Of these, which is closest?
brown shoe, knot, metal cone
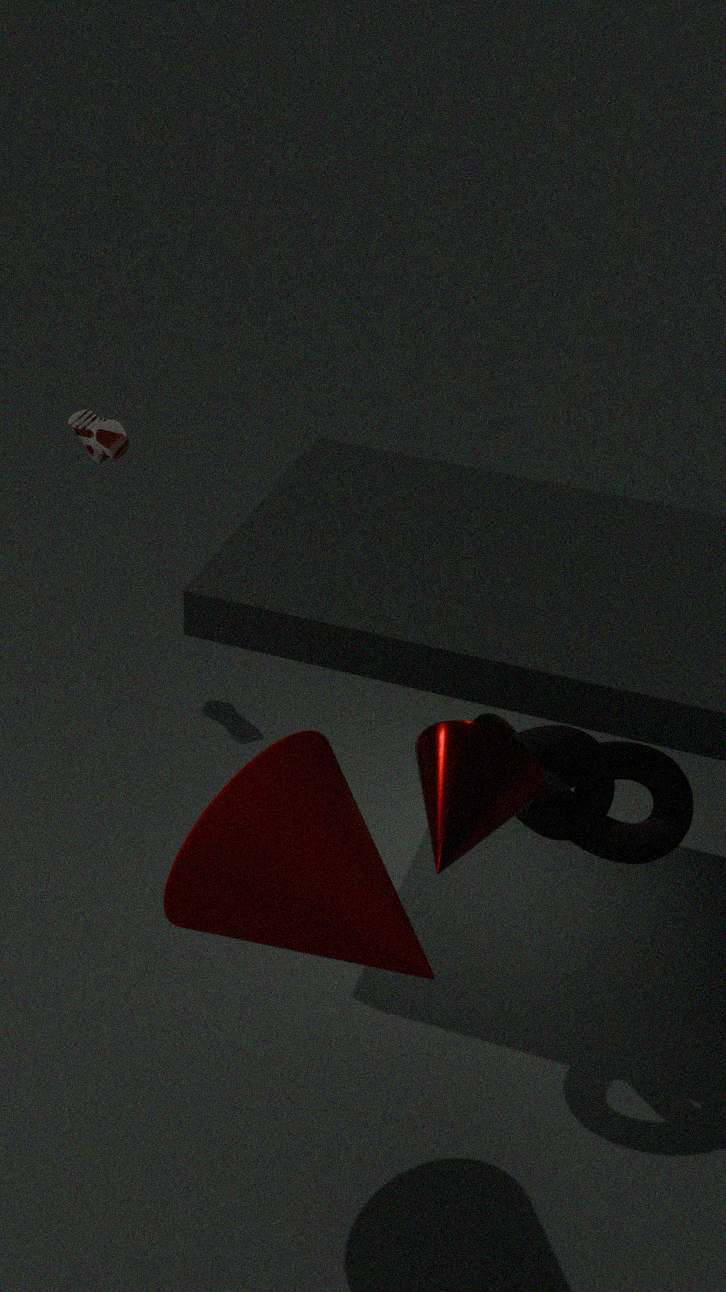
metal cone
